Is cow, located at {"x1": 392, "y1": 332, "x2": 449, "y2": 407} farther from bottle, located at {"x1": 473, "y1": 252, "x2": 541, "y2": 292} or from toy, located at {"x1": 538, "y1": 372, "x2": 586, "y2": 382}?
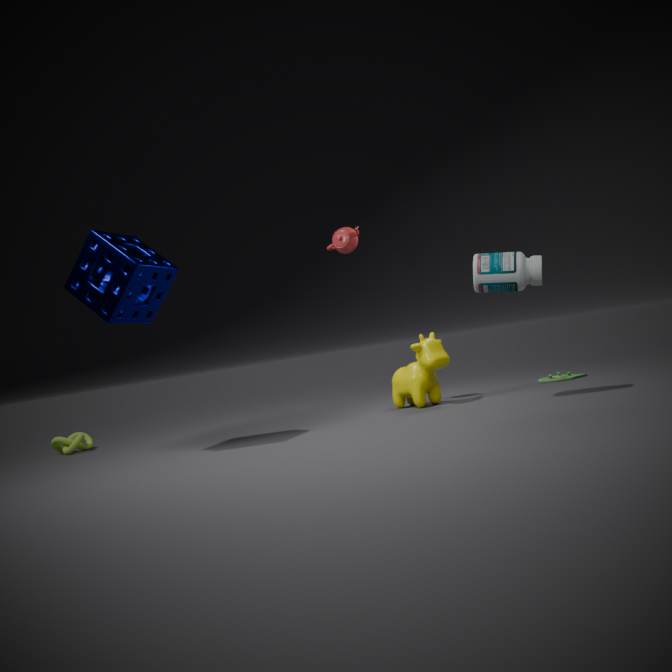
toy, located at {"x1": 538, "y1": 372, "x2": 586, "y2": 382}
